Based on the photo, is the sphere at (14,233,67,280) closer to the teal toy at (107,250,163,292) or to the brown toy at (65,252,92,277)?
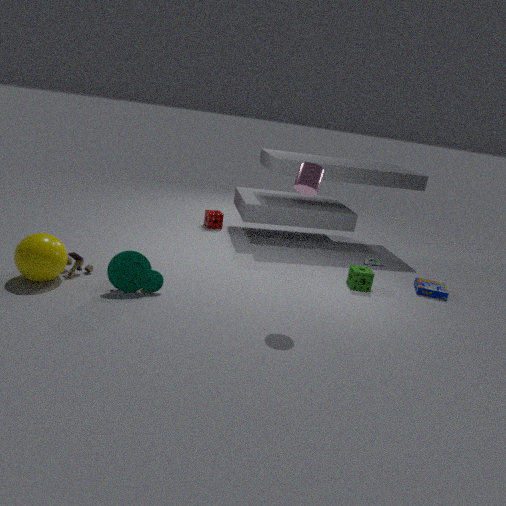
the brown toy at (65,252,92,277)
